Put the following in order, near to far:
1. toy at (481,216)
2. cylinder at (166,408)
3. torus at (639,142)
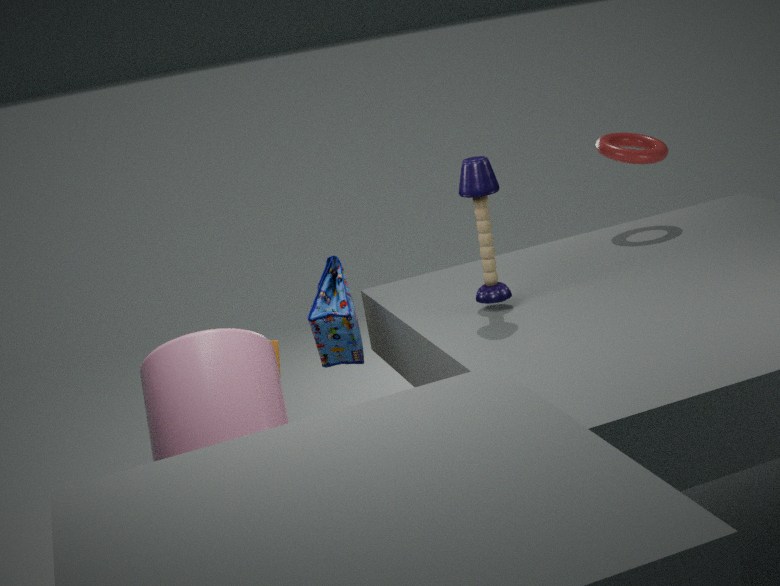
cylinder at (166,408) → toy at (481,216) → torus at (639,142)
